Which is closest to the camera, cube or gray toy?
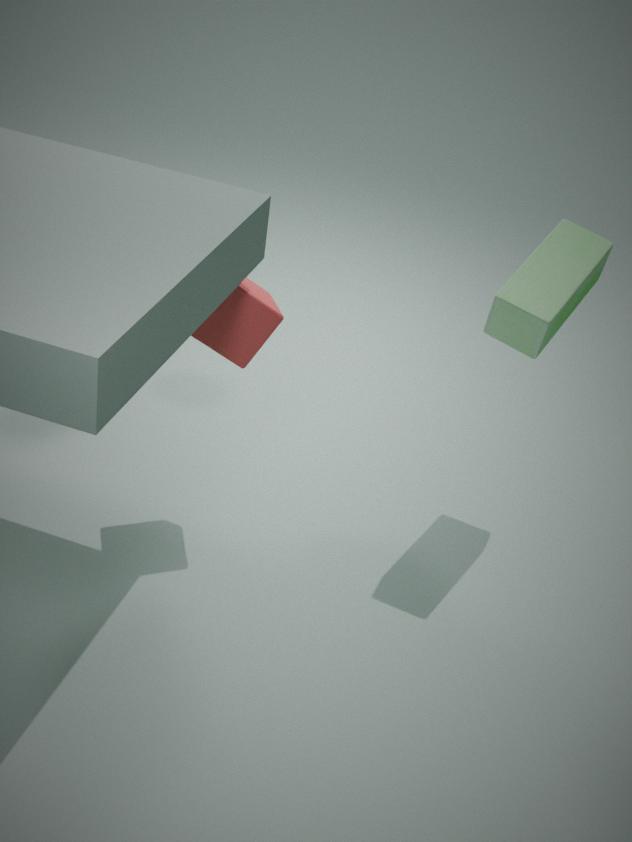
cube
